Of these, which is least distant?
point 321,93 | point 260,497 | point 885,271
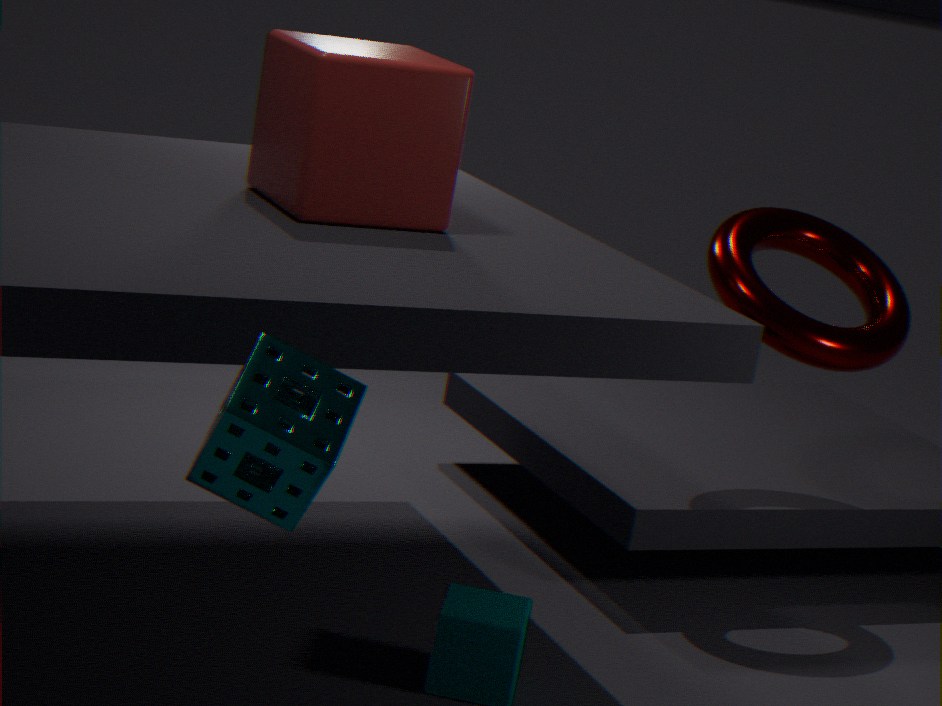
point 260,497
